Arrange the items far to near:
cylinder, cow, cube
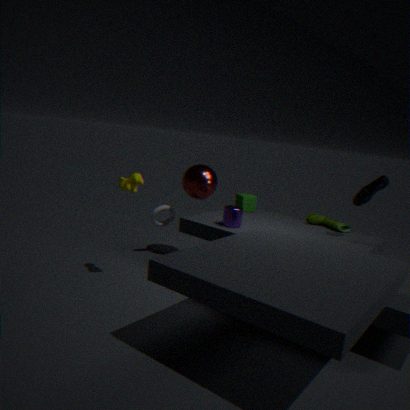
cube → cylinder → cow
